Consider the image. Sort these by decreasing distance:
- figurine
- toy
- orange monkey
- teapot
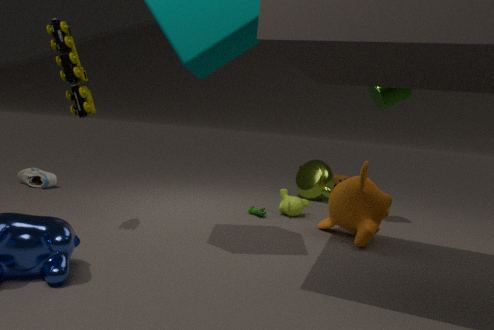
teapot → figurine → orange monkey → toy
